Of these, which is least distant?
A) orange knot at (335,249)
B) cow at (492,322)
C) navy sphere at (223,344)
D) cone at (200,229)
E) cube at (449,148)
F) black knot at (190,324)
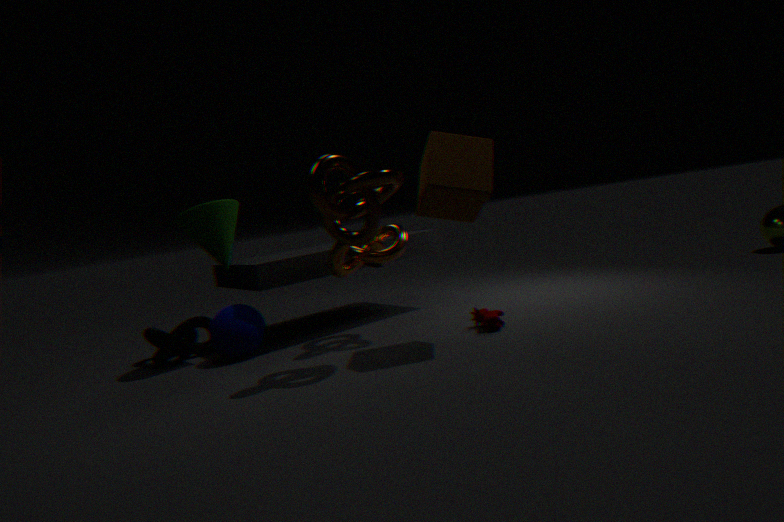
cube at (449,148)
